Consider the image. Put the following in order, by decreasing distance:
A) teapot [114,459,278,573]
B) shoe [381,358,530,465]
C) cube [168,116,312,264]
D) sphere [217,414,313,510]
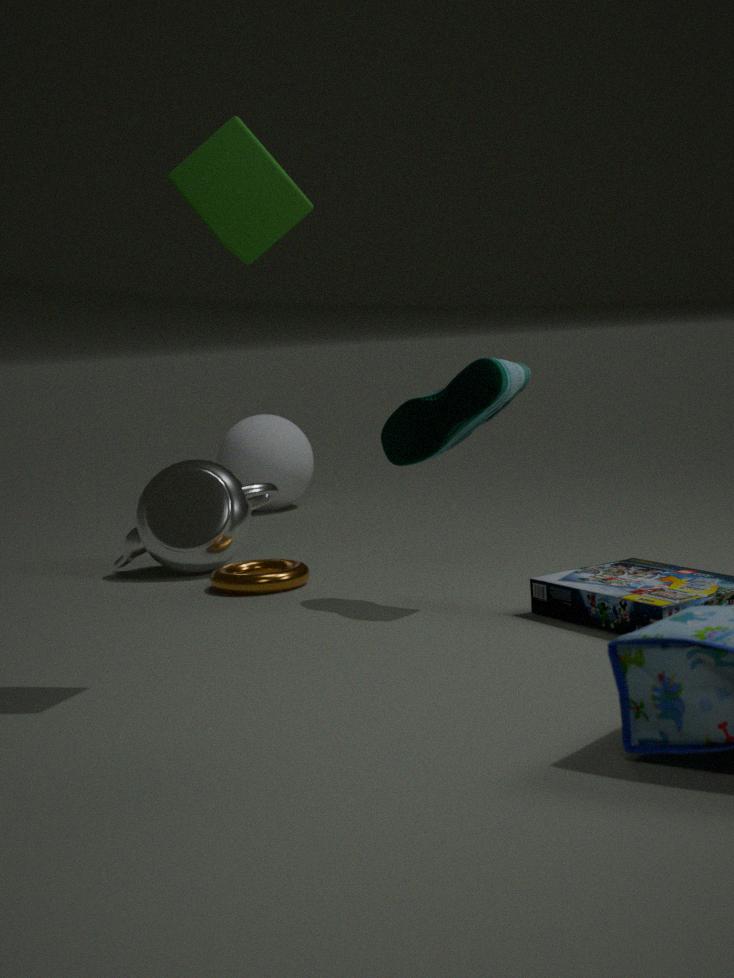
sphere [217,414,313,510] < teapot [114,459,278,573] < shoe [381,358,530,465] < cube [168,116,312,264]
